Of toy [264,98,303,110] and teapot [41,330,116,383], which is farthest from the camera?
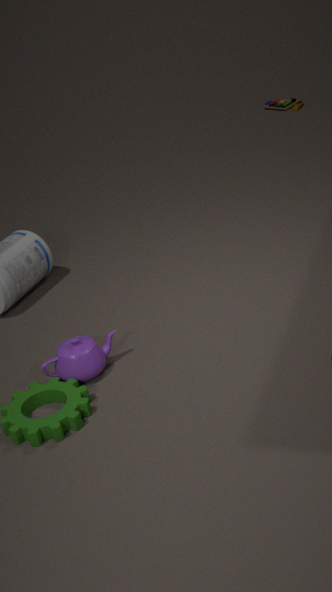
toy [264,98,303,110]
